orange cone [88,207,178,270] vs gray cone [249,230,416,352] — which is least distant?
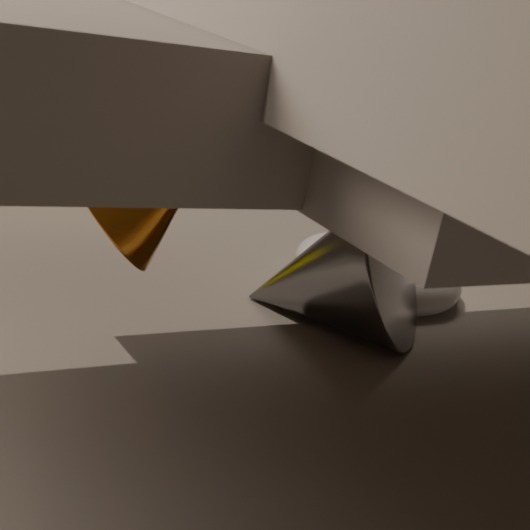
orange cone [88,207,178,270]
